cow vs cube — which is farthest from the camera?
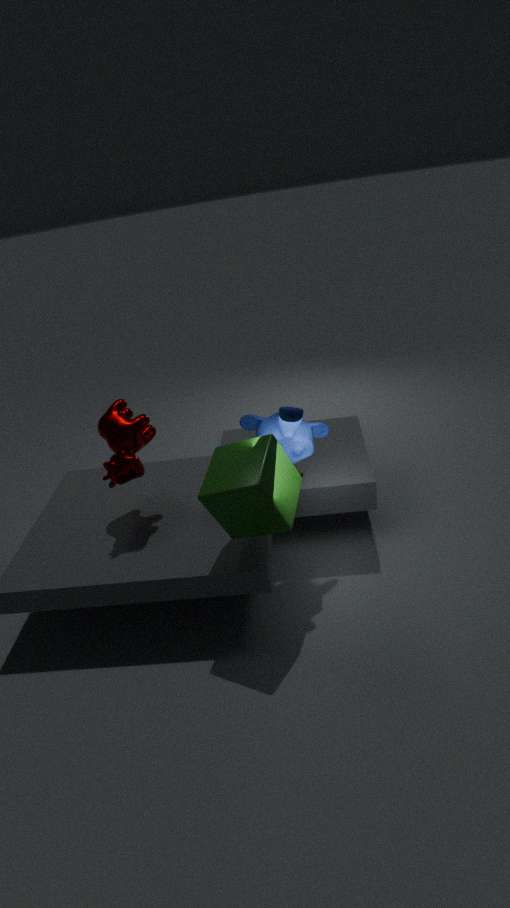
cow
